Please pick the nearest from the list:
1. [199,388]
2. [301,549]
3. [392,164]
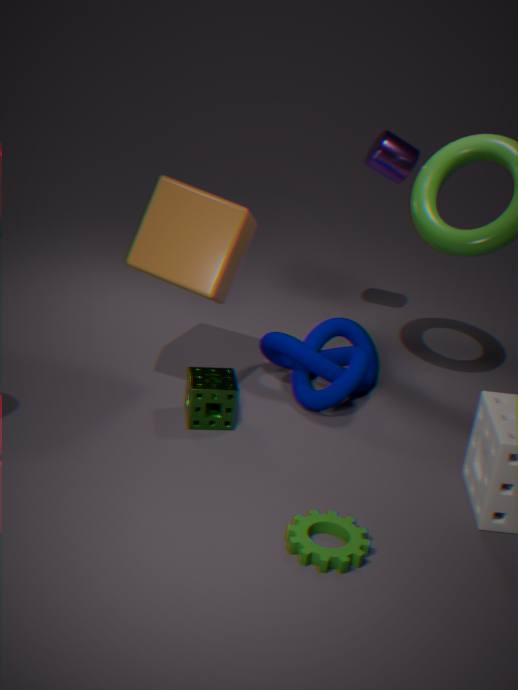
[301,549]
